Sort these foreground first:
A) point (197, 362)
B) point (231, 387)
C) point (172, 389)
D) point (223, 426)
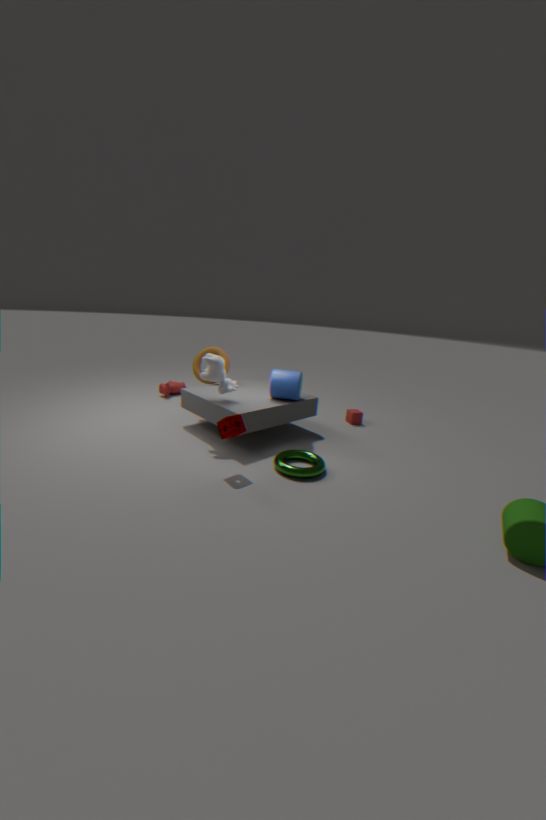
point (223, 426) → point (231, 387) → point (197, 362) → point (172, 389)
